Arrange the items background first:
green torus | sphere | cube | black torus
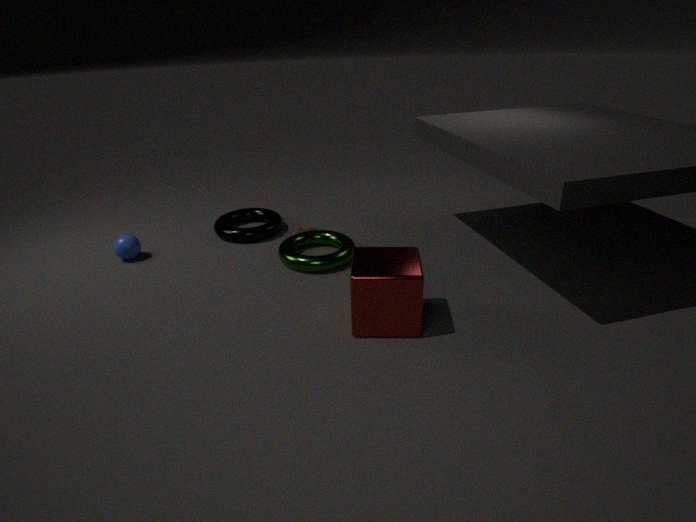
black torus, sphere, green torus, cube
